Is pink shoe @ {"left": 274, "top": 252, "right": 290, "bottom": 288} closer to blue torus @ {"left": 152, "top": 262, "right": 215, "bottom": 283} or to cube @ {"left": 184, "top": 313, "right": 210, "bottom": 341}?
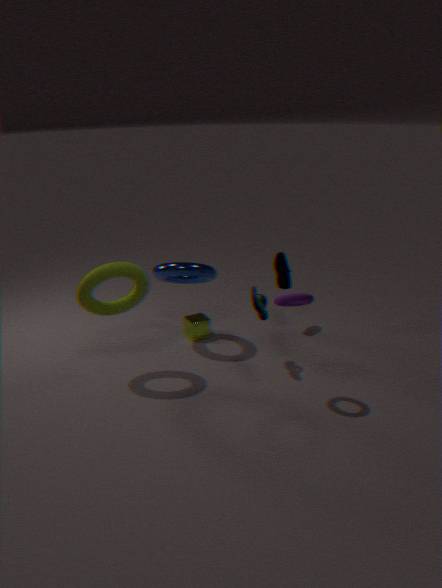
blue torus @ {"left": 152, "top": 262, "right": 215, "bottom": 283}
